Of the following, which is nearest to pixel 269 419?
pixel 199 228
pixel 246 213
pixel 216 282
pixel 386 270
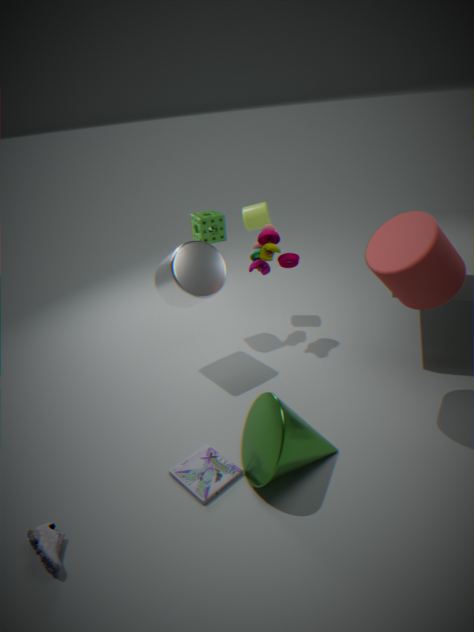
pixel 386 270
